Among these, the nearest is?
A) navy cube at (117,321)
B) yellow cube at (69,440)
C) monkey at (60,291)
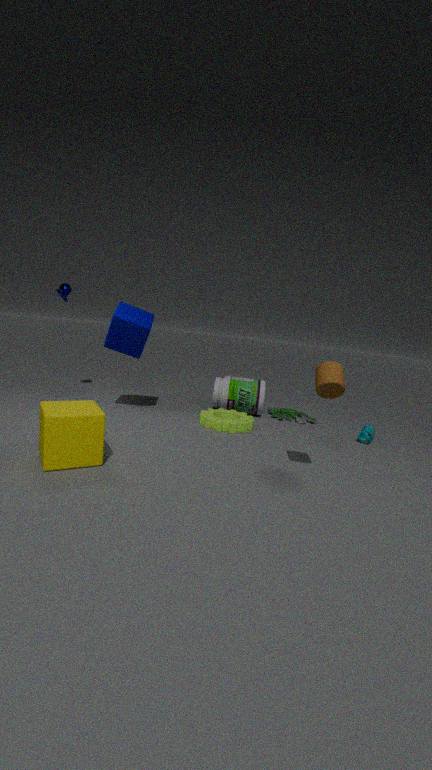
yellow cube at (69,440)
